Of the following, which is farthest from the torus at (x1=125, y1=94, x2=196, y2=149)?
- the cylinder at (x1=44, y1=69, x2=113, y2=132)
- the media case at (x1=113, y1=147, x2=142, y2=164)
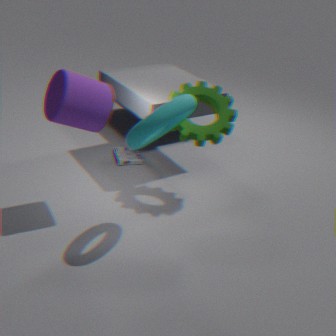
the media case at (x1=113, y1=147, x2=142, y2=164)
